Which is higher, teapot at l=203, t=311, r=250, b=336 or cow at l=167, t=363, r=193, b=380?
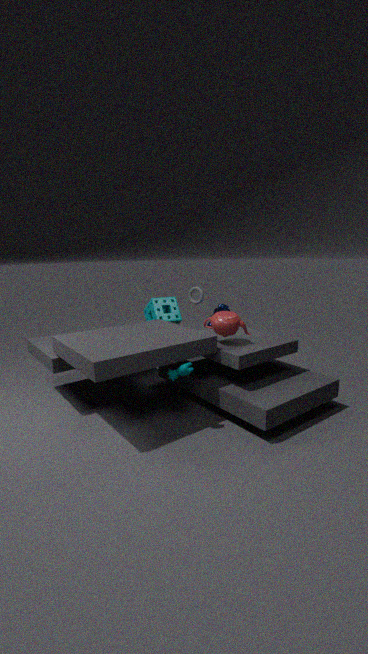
teapot at l=203, t=311, r=250, b=336
